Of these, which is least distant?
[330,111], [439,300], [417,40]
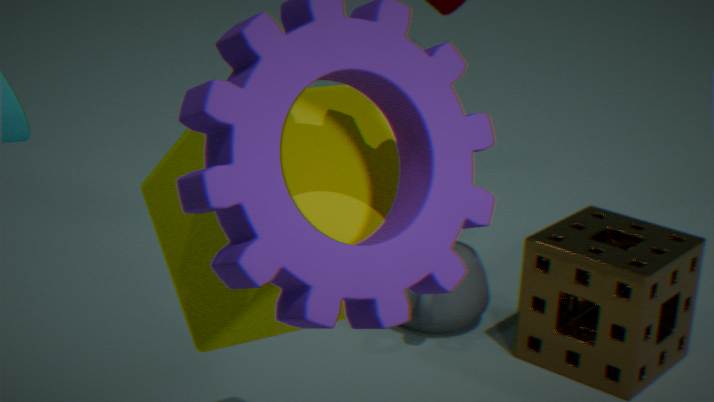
[330,111]
